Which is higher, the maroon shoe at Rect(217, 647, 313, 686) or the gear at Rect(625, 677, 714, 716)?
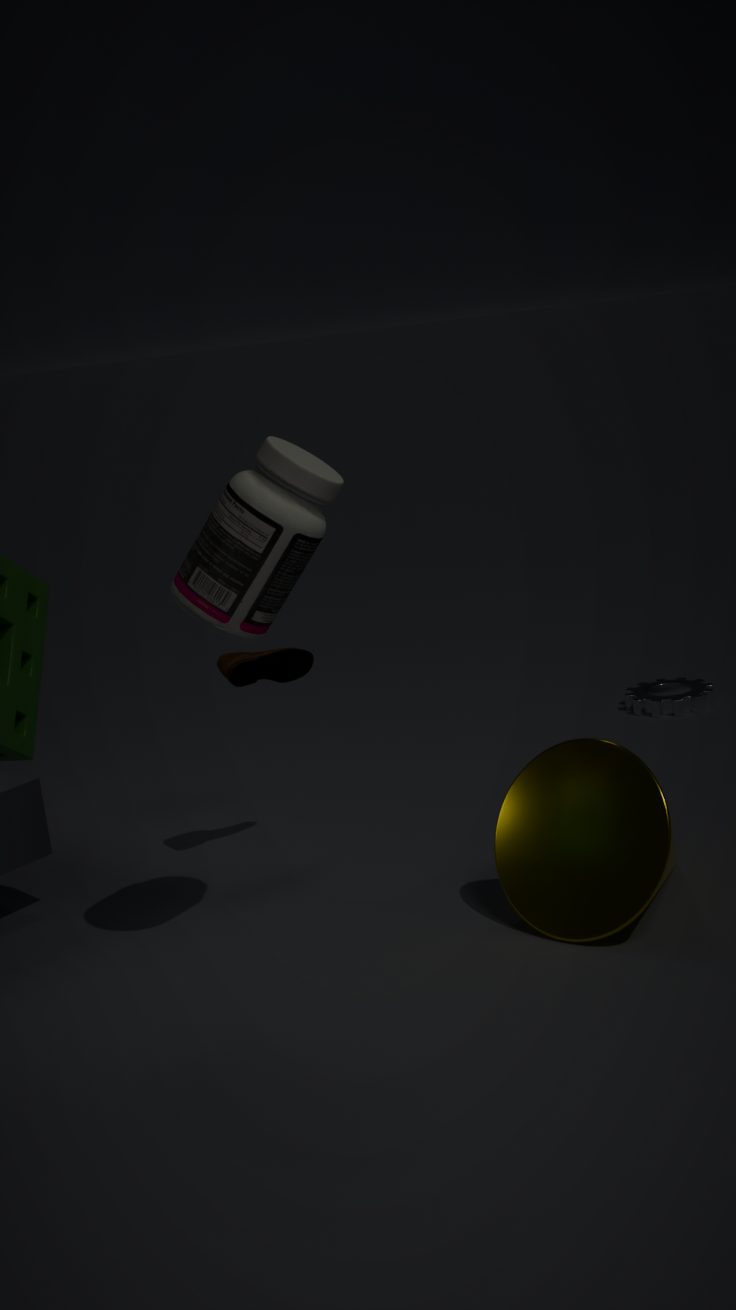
the maroon shoe at Rect(217, 647, 313, 686)
